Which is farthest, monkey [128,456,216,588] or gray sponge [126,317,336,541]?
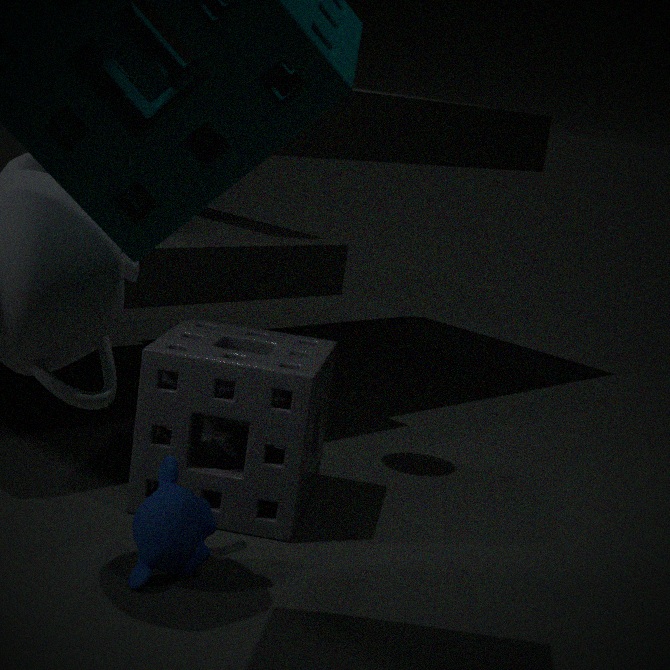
gray sponge [126,317,336,541]
